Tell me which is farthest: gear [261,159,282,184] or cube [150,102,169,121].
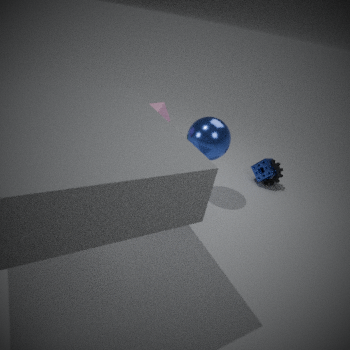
gear [261,159,282,184]
